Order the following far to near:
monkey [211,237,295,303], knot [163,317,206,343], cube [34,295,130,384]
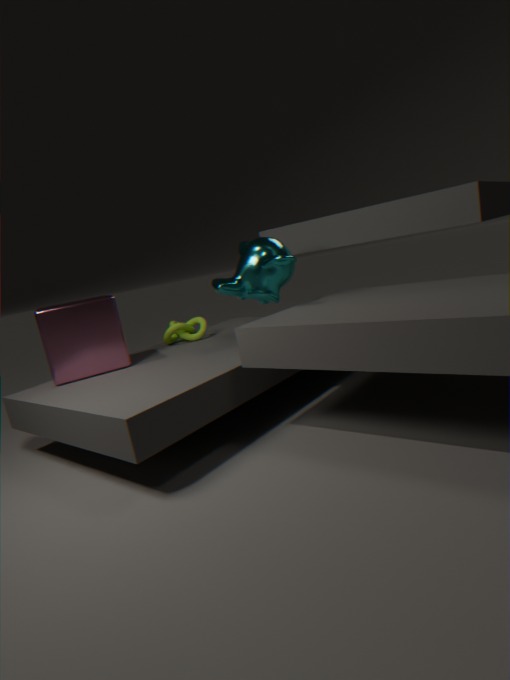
knot [163,317,206,343], cube [34,295,130,384], monkey [211,237,295,303]
